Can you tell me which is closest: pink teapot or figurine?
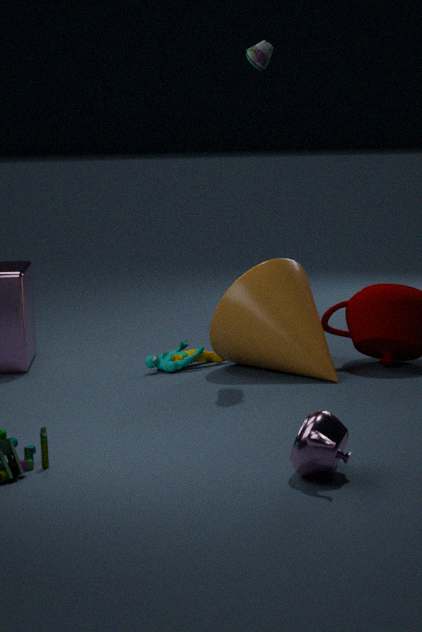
pink teapot
